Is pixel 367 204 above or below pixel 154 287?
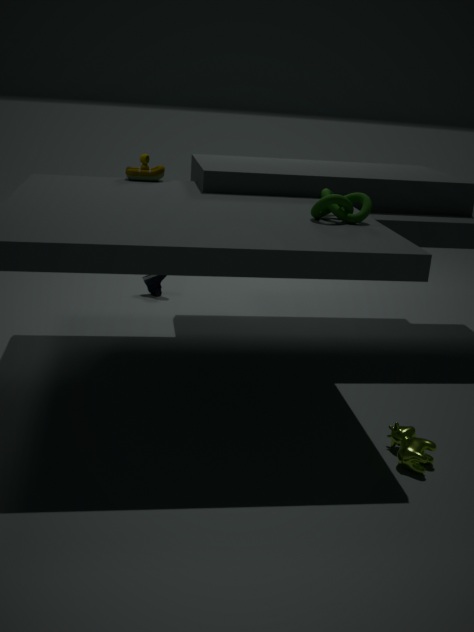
above
